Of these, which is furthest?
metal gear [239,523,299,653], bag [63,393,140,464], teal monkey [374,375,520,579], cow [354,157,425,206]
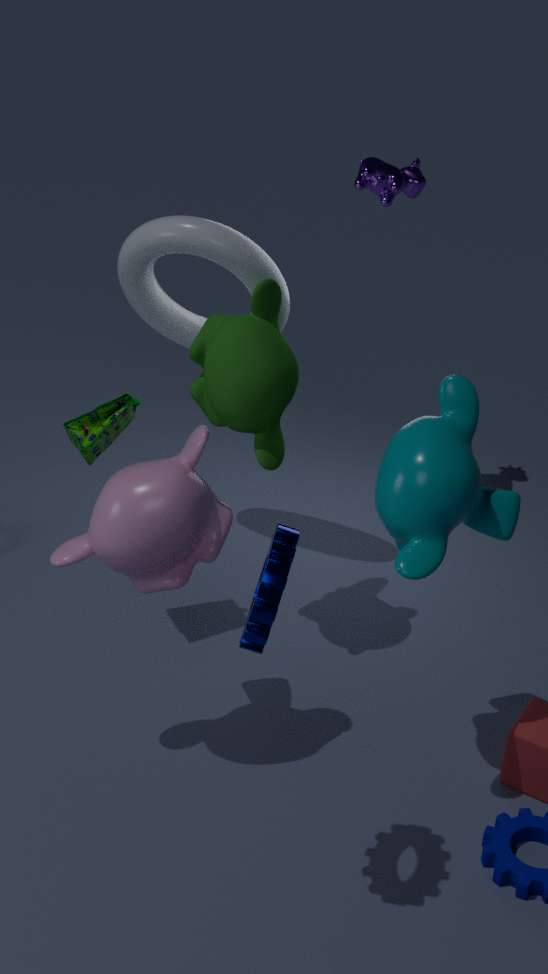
cow [354,157,425,206]
